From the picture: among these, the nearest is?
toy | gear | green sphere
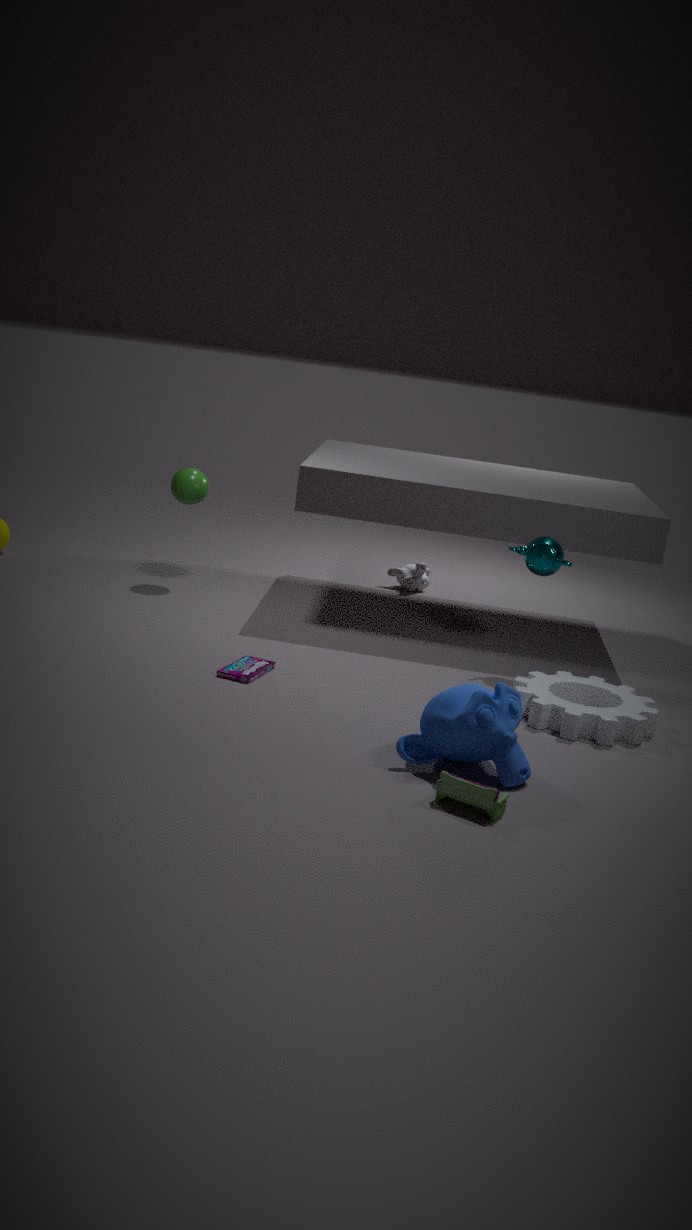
toy
